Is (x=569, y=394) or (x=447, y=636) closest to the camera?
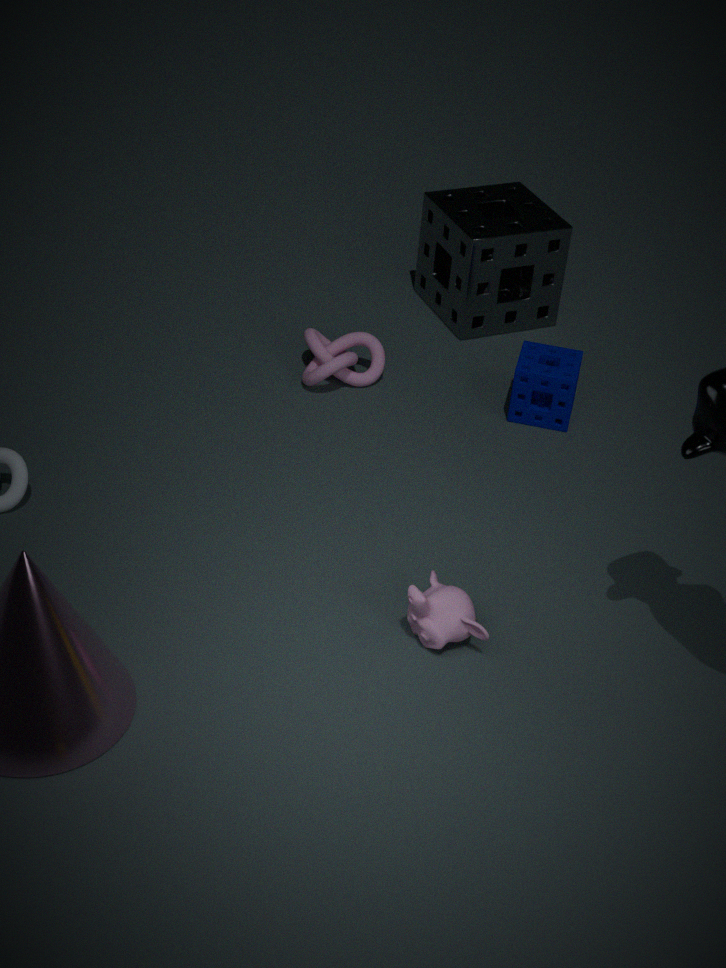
(x=447, y=636)
